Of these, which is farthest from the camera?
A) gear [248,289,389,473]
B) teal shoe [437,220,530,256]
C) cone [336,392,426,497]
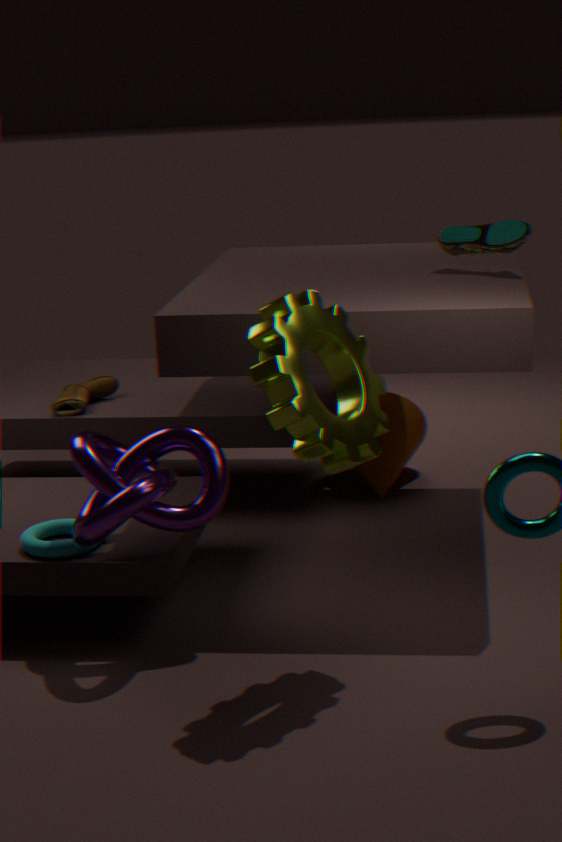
cone [336,392,426,497]
